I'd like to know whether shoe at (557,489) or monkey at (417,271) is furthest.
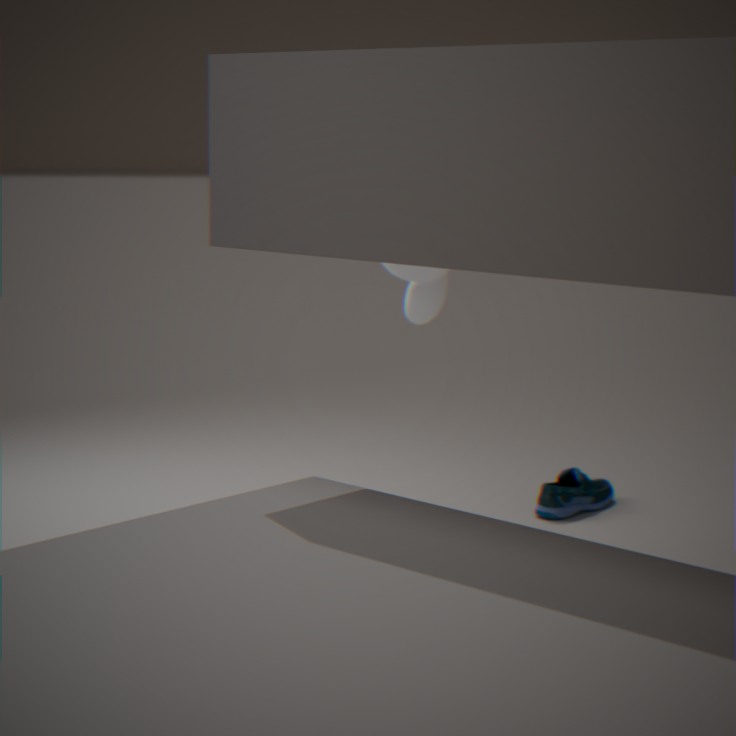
shoe at (557,489)
